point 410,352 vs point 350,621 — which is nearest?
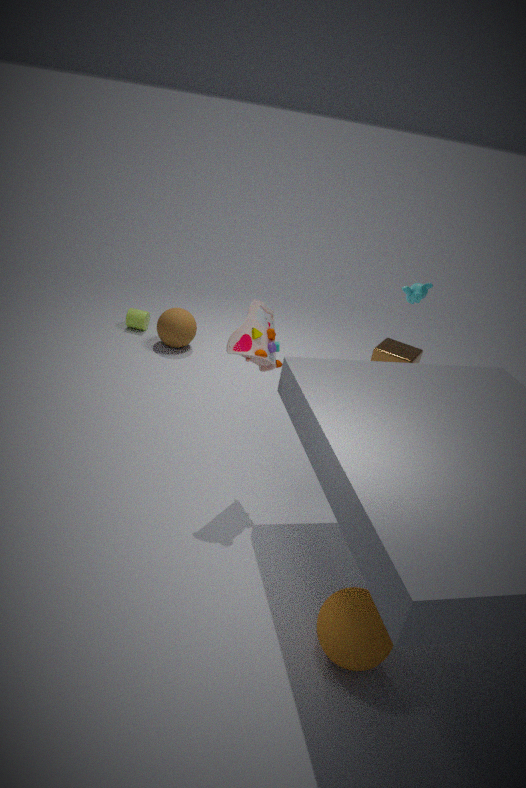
point 350,621
